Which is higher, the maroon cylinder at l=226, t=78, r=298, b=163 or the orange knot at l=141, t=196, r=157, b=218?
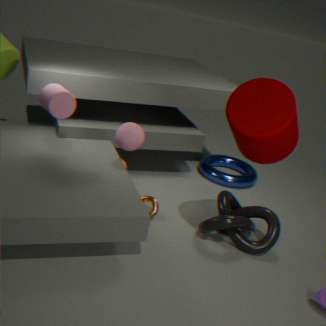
the maroon cylinder at l=226, t=78, r=298, b=163
